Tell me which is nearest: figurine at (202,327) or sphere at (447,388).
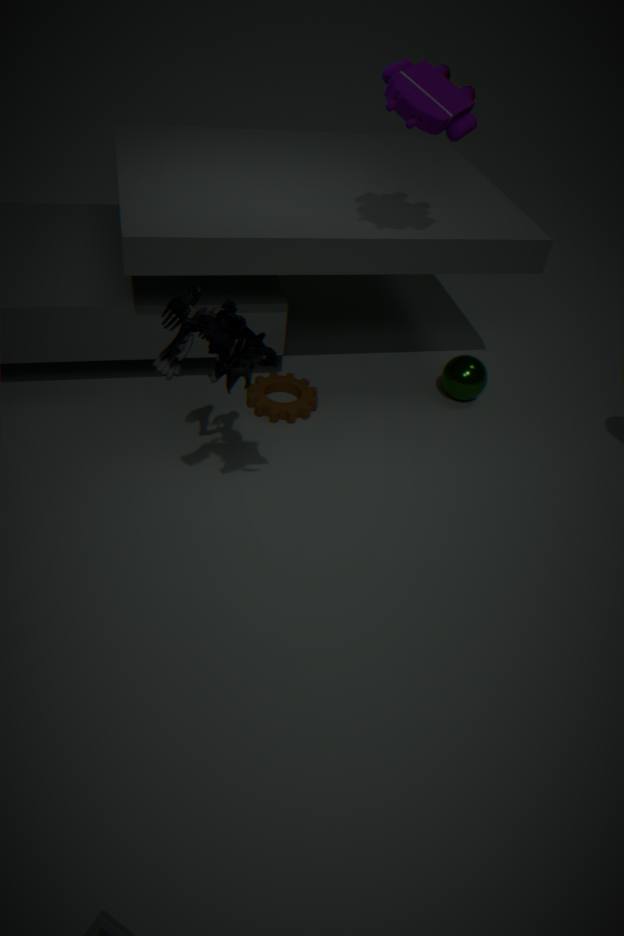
figurine at (202,327)
